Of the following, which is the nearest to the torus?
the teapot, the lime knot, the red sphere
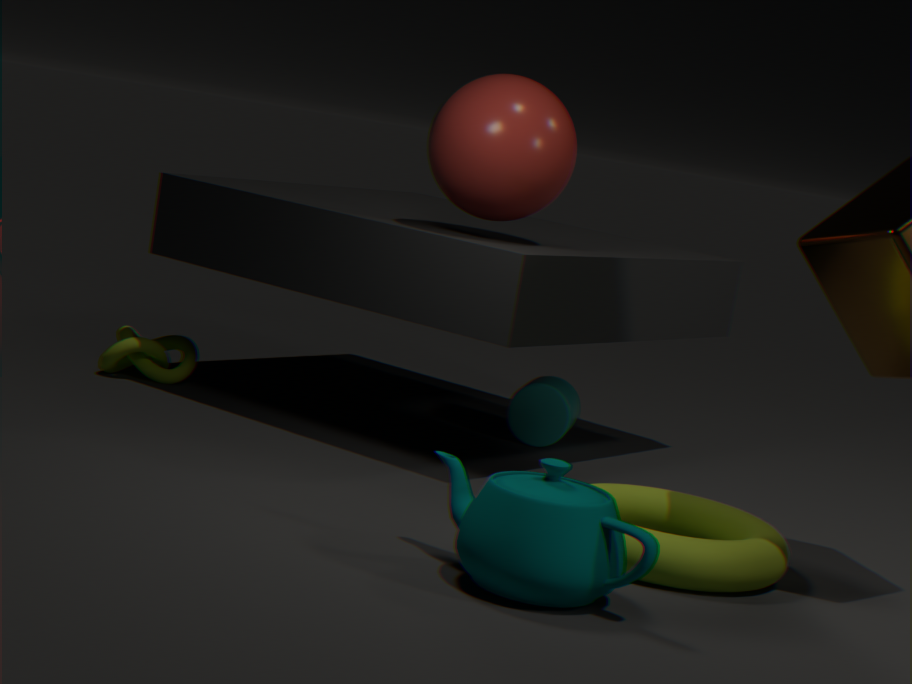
the teapot
